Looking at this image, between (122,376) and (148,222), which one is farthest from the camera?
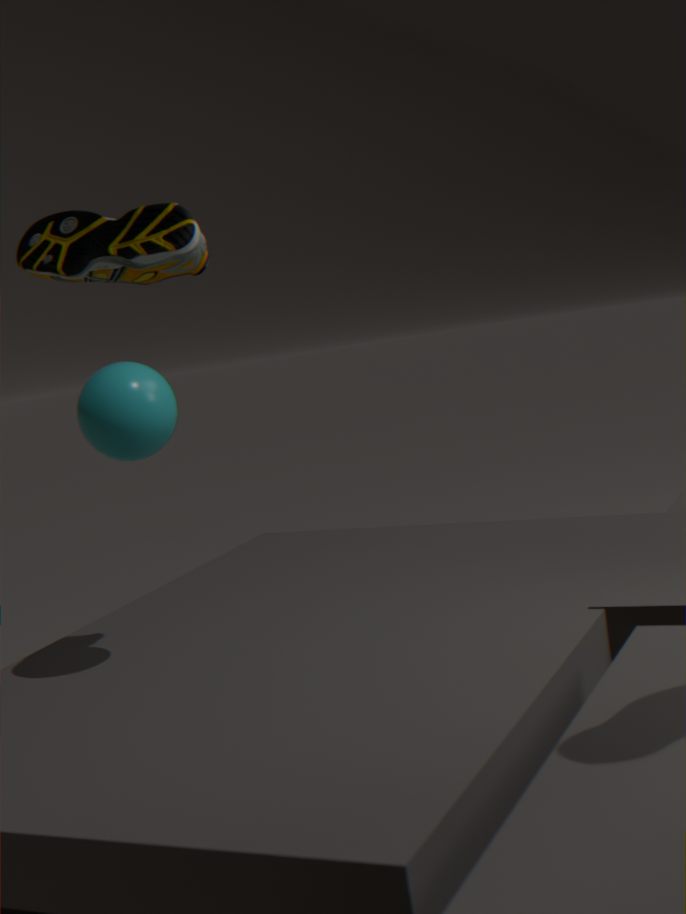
(148,222)
